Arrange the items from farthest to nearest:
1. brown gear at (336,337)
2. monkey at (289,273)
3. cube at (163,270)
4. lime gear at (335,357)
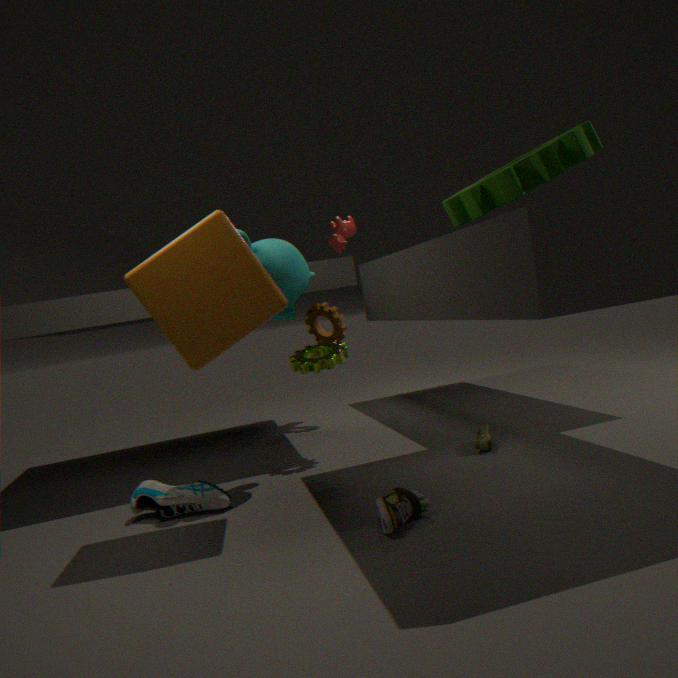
brown gear at (336,337), lime gear at (335,357), monkey at (289,273), cube at (163,270)
